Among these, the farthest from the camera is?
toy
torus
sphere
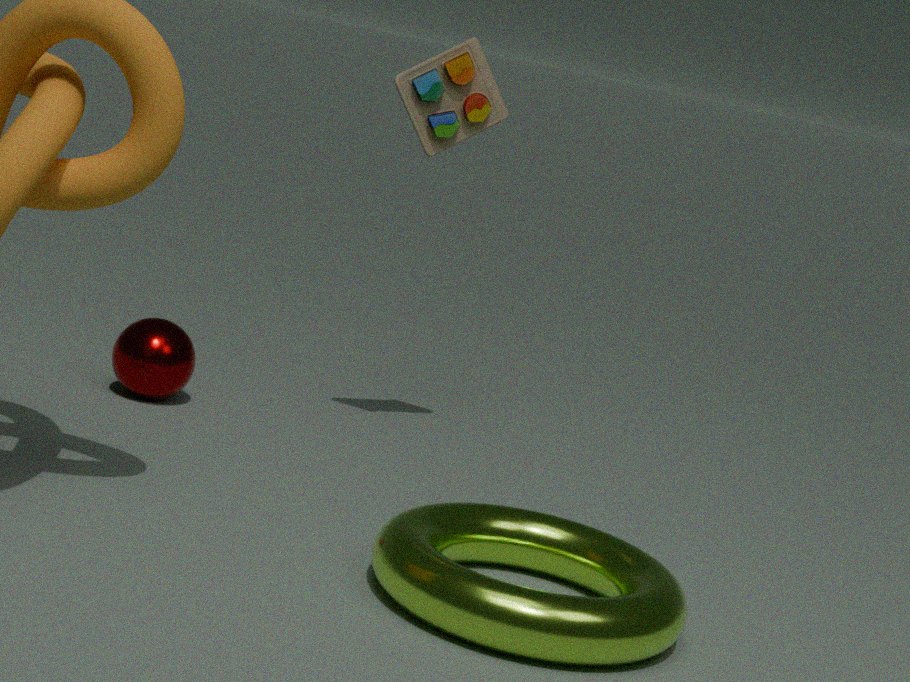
sphere
